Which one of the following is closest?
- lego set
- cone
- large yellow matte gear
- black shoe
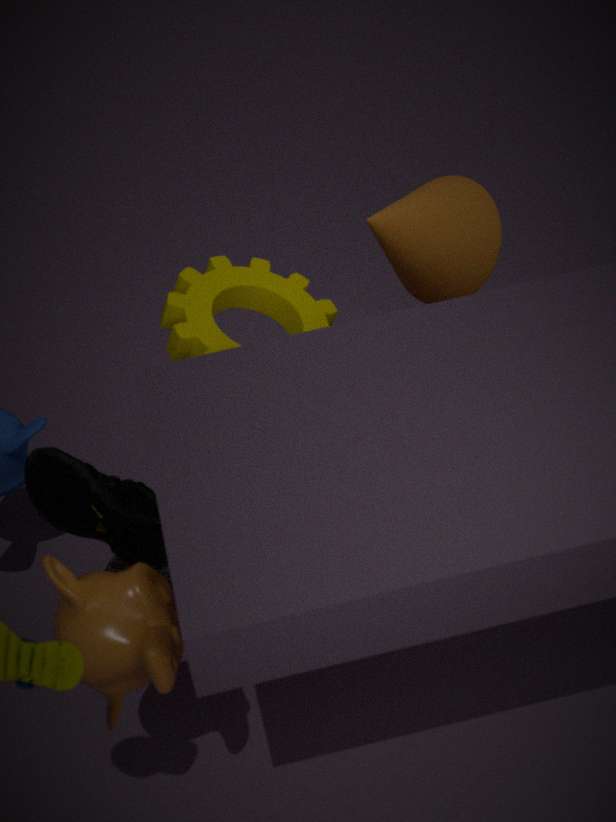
lego set
